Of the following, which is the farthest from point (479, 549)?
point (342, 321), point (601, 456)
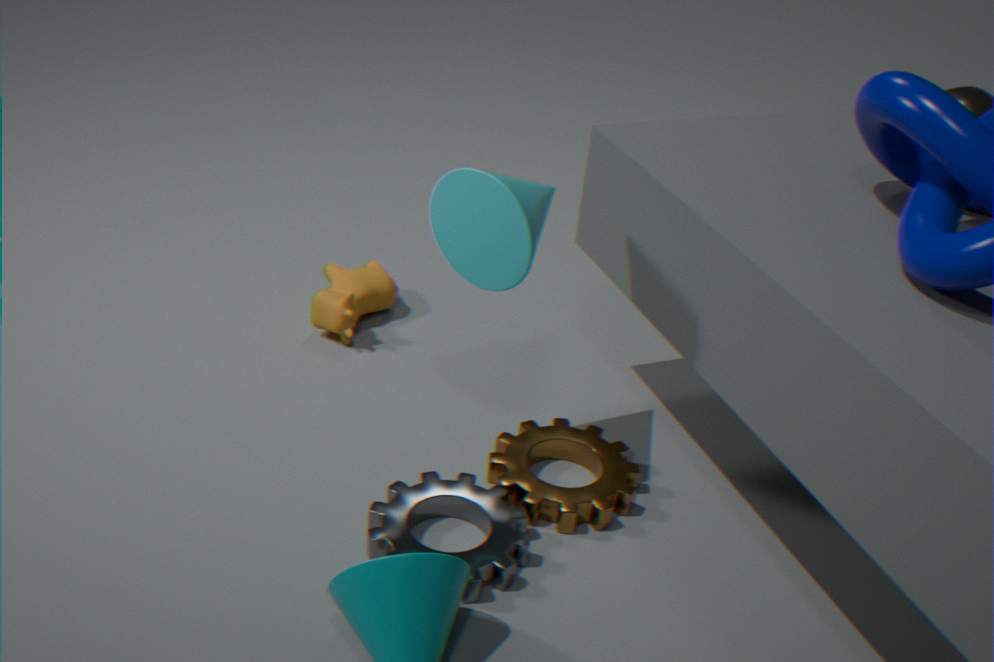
point (342, 321)
